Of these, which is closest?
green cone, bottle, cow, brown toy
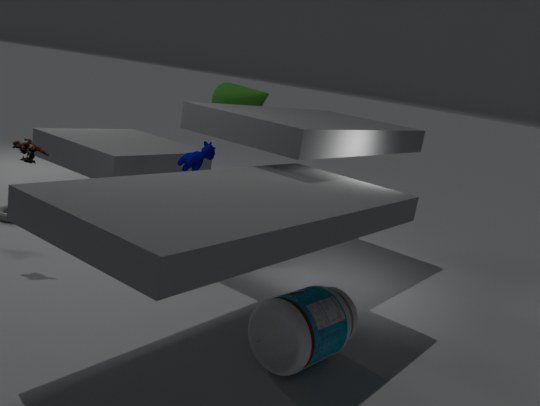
bottle
